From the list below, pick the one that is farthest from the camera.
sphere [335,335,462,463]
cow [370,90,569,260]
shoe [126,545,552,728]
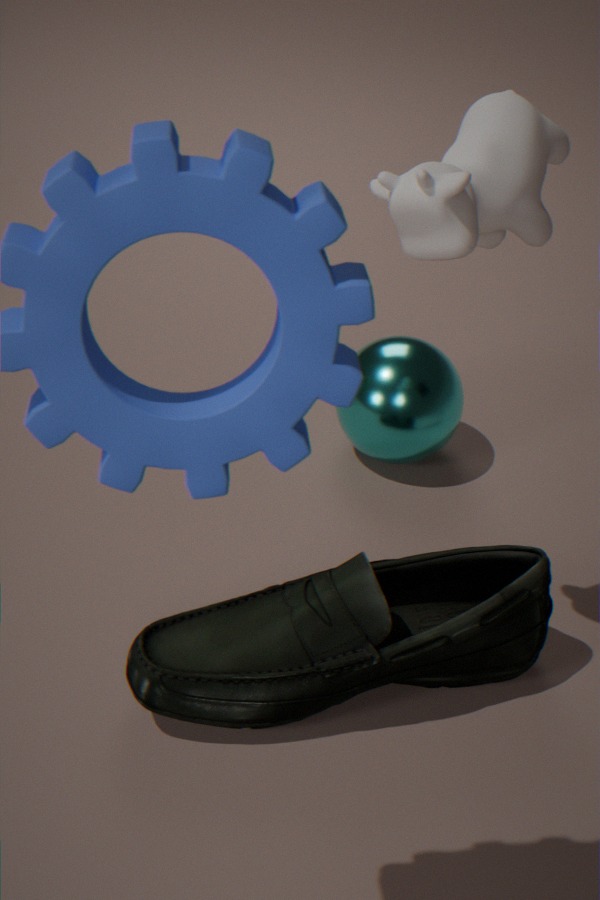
sphere [335,335,462,463]
